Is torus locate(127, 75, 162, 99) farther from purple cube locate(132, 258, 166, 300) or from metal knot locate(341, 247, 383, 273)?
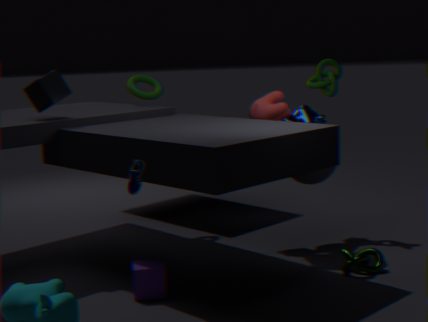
metal knot locate(341, 247, 383, 273)
